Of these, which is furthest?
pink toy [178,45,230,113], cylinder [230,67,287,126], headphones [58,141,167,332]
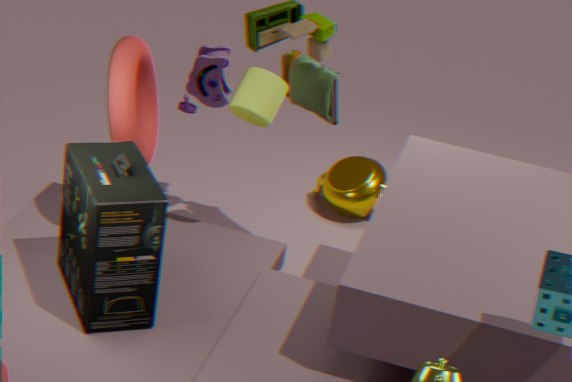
pink toy [178,45,230,113]
